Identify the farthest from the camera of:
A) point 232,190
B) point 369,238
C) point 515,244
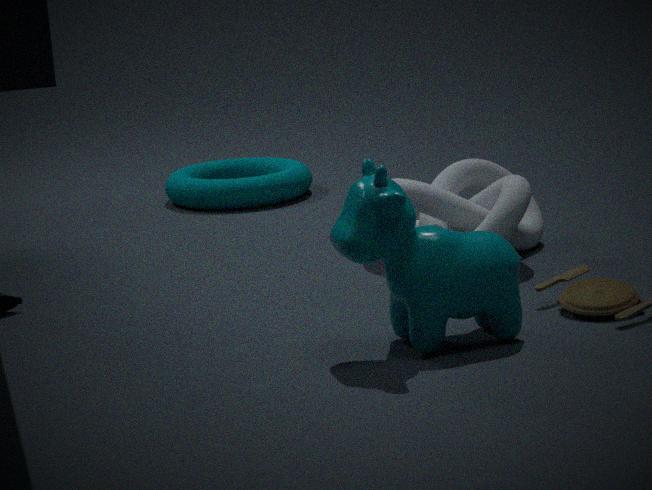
point 232,190
